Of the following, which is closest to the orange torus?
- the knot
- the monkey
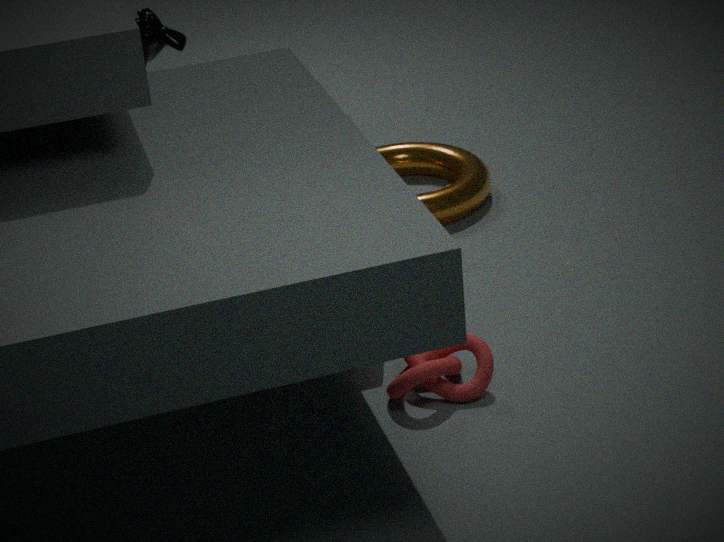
the monkey
